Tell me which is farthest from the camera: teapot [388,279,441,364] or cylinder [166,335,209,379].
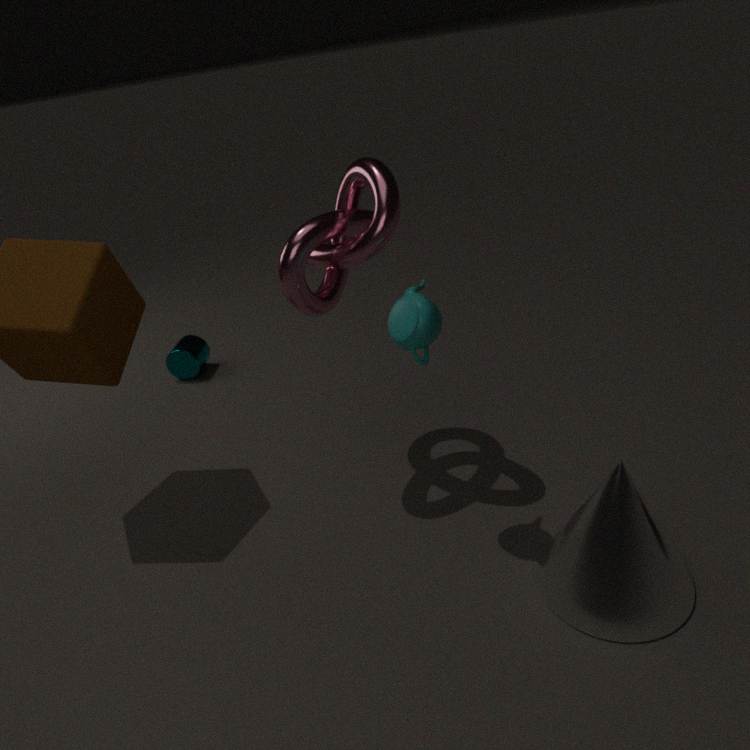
cylinder [166,335,209,379]
